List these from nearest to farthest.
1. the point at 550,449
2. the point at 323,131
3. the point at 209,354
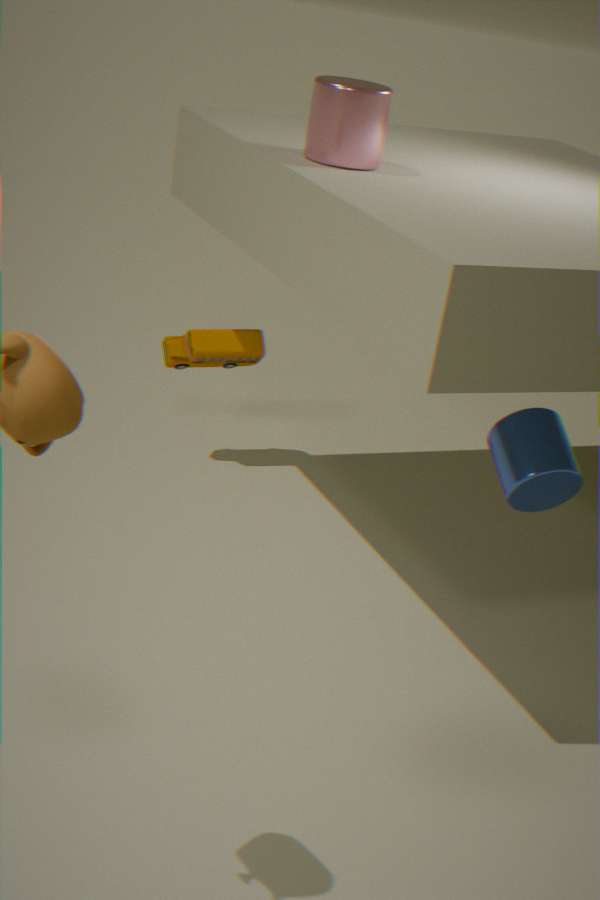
the point at 323,131
the point at 550,449
the point at 209,354
